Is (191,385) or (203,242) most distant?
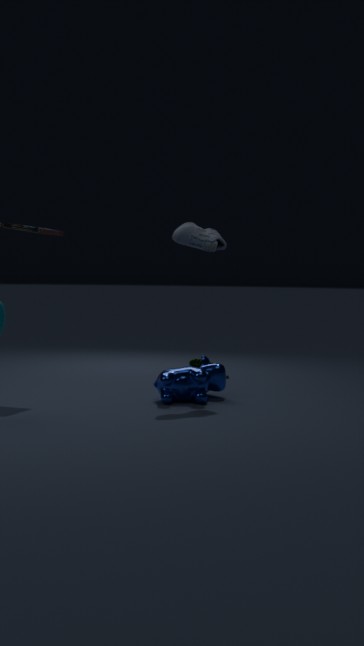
(203,242)
